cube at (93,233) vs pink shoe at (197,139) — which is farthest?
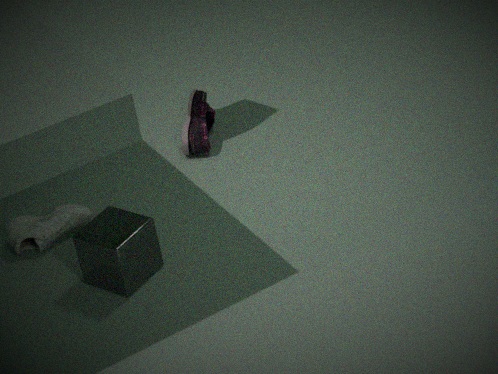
pink shoe at (197,139)
